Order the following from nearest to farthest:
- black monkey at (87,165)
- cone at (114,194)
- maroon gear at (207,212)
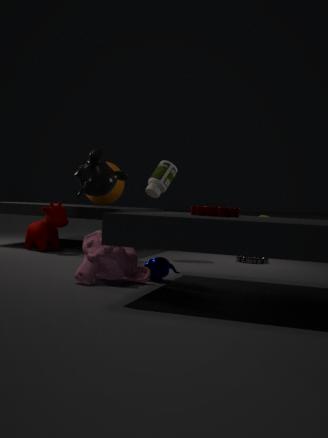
maroon gear at (207,212) → black monkey at (87,165) → cone at (114,194)
